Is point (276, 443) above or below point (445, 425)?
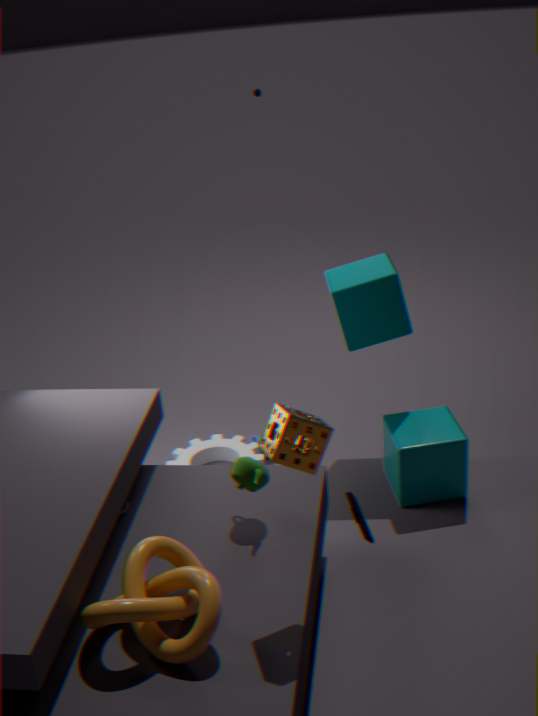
above
